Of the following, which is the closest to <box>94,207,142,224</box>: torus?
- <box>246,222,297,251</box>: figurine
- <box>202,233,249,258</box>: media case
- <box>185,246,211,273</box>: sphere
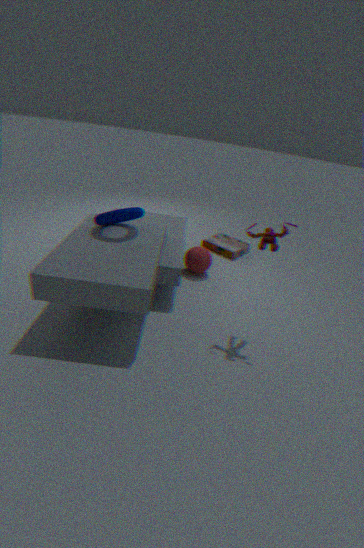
<box>185,246,211,273</box>: sphere
